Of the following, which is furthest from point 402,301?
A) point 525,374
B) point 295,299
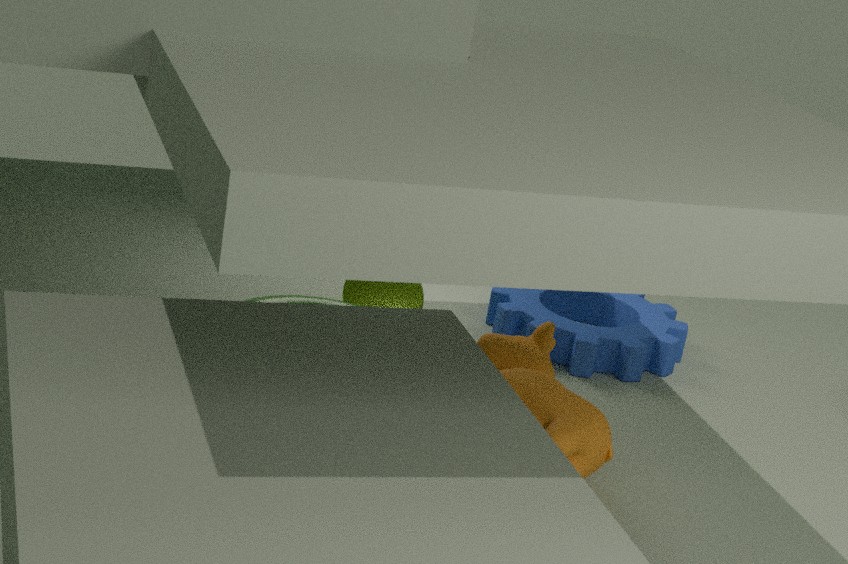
point 525,374
